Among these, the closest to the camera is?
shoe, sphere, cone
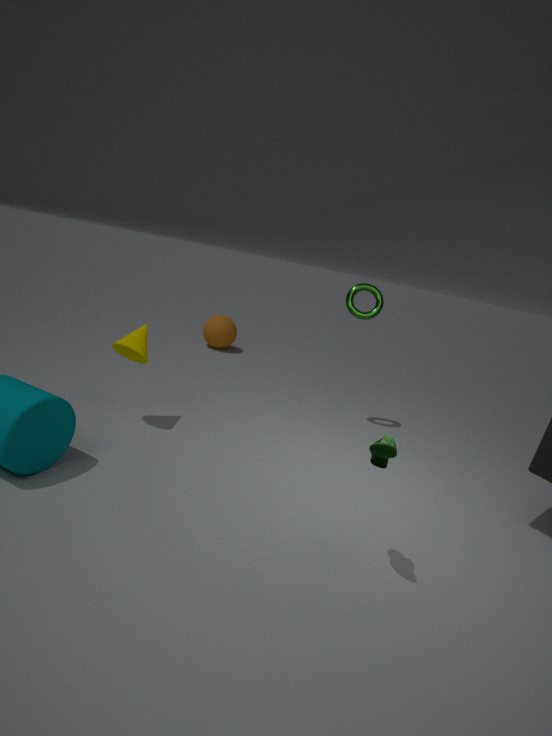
shoe
